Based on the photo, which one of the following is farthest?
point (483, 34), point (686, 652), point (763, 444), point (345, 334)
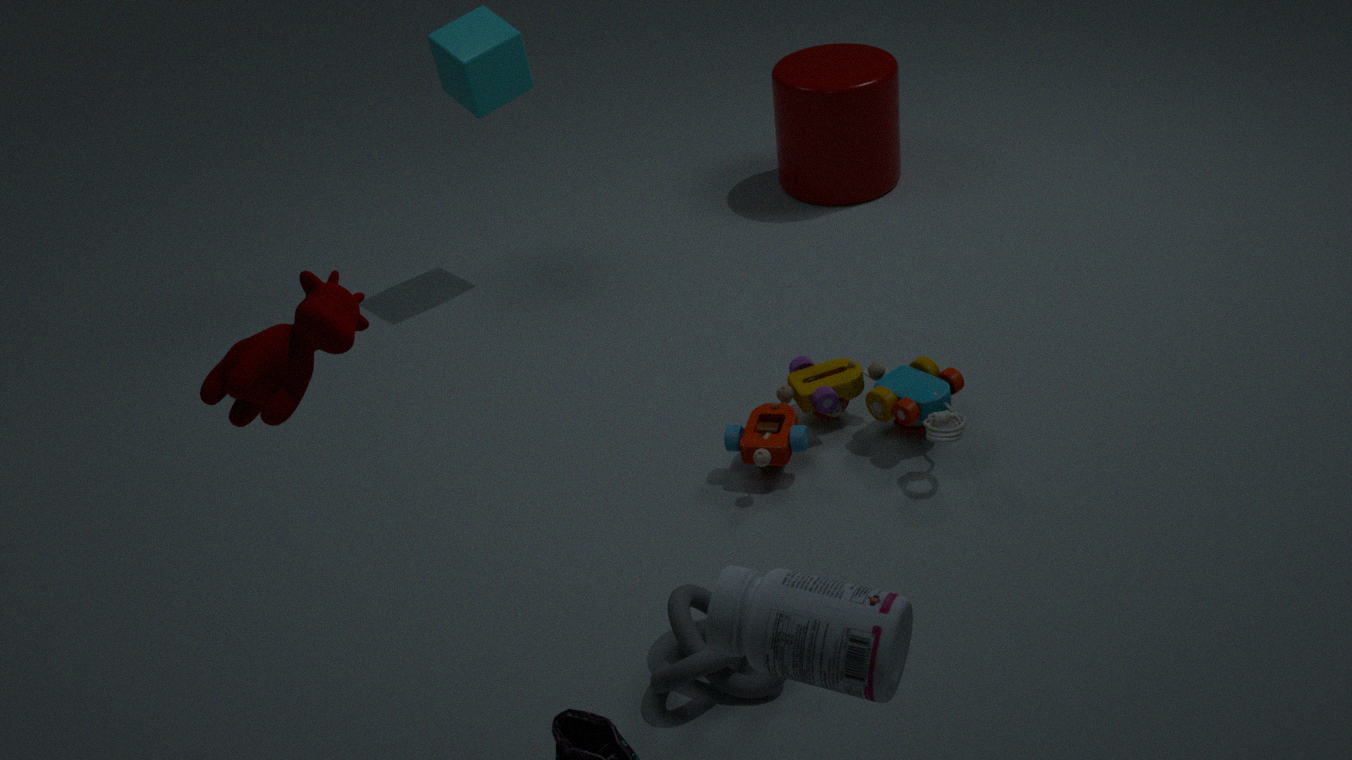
point (483, 34)
